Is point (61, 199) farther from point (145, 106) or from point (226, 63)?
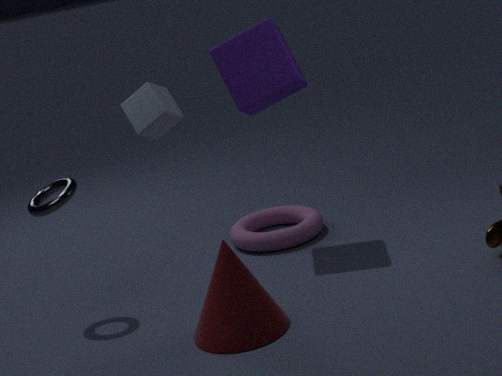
point (226, 63)
